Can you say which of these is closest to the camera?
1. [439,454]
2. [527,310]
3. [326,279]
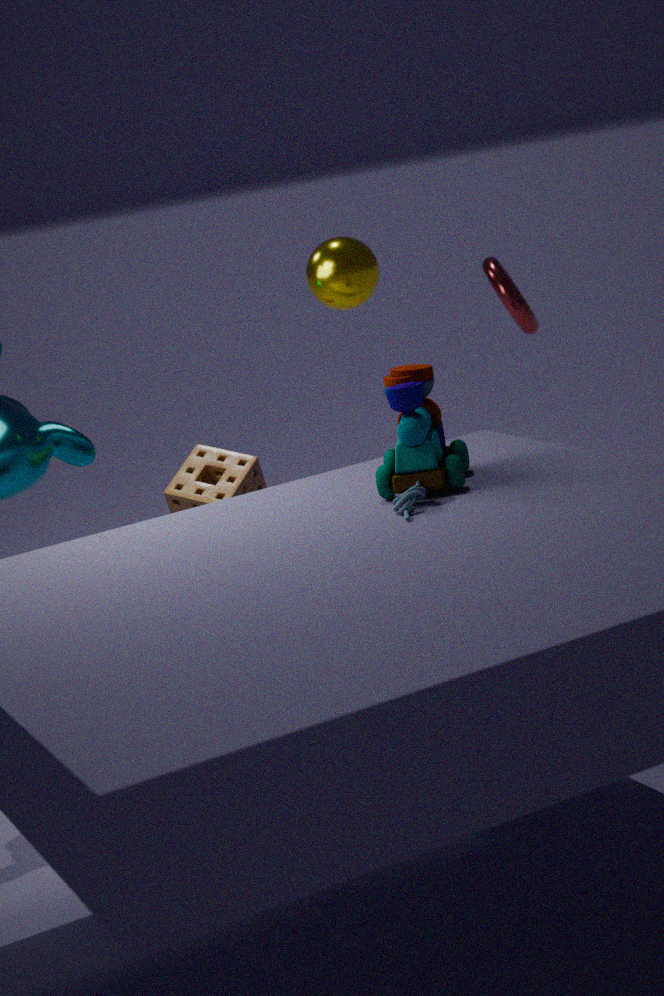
[439,454]
